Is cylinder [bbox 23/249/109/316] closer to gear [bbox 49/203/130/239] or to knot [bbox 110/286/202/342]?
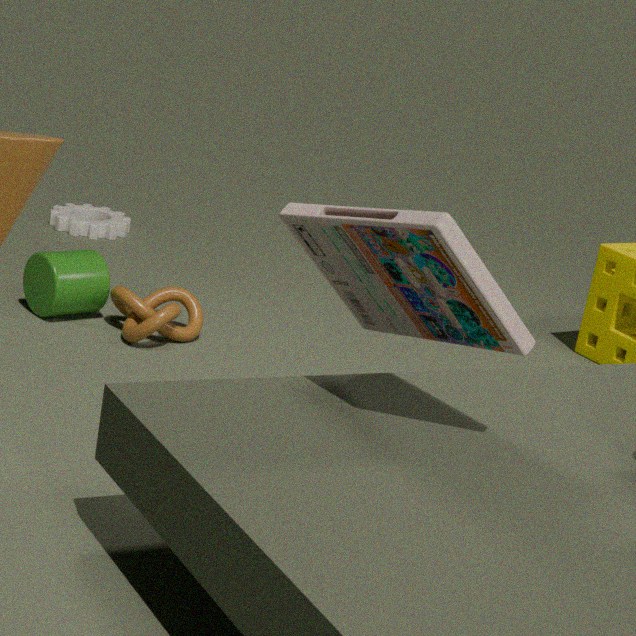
knot [bbox 110/286/202/342]
